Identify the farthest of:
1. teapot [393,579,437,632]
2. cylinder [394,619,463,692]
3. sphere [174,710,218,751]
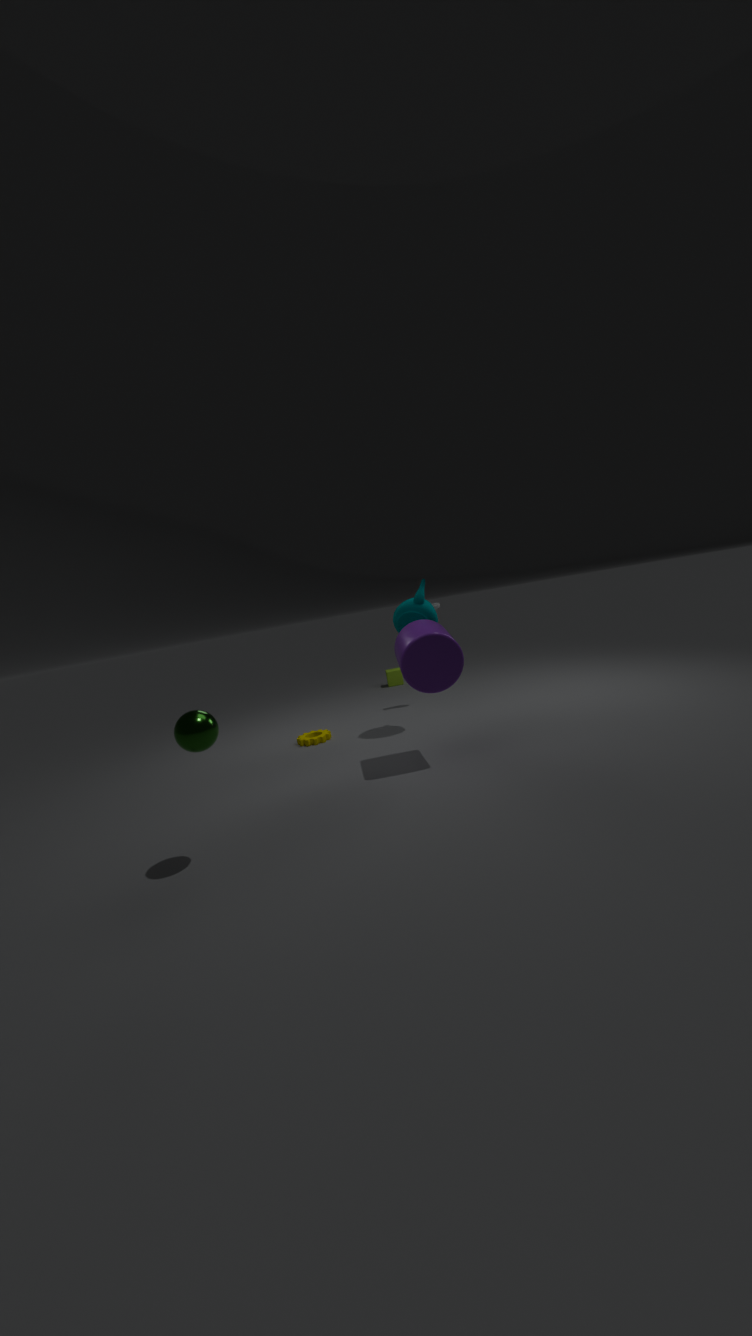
teapot [393,579,437,632]
